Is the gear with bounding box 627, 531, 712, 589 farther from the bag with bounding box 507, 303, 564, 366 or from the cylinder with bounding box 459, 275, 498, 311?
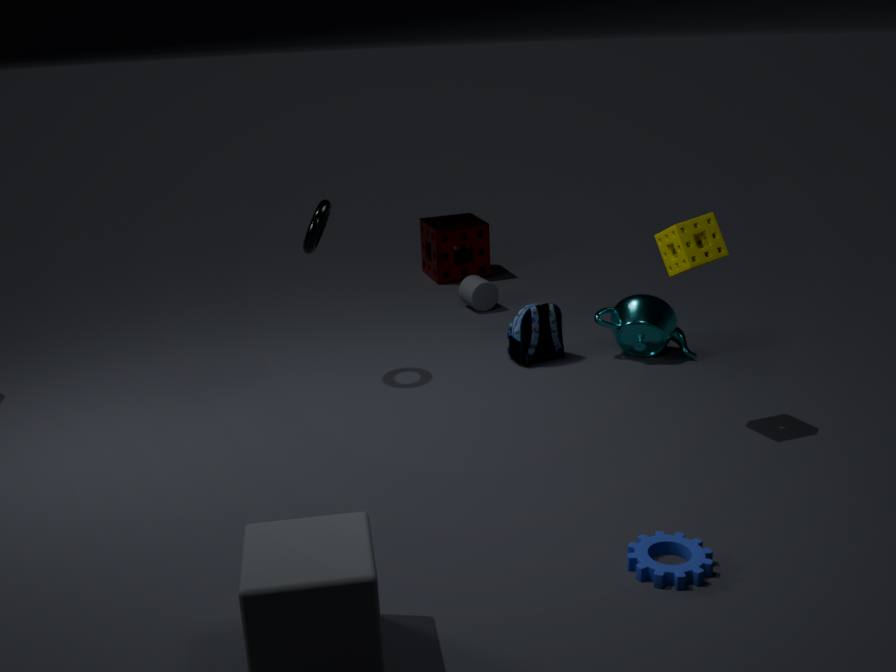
the cylinder with bounding box 459, 275, 498, 311
